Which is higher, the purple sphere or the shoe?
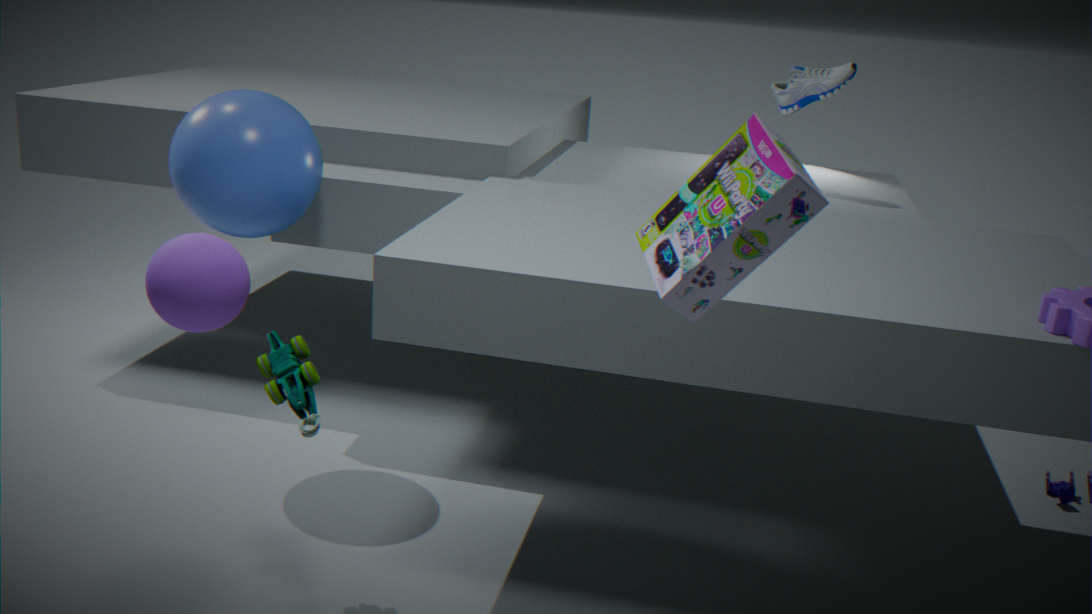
the shoe
